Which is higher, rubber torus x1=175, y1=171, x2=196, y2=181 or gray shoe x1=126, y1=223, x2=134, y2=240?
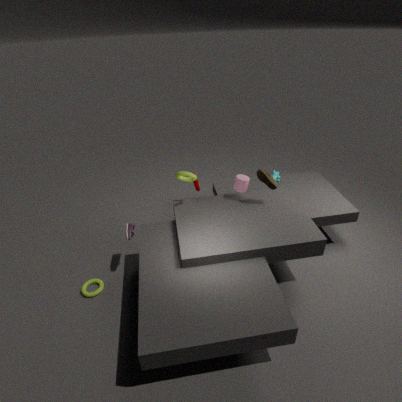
rubber torus x1=175, y1=171, x2=196, y2=181
